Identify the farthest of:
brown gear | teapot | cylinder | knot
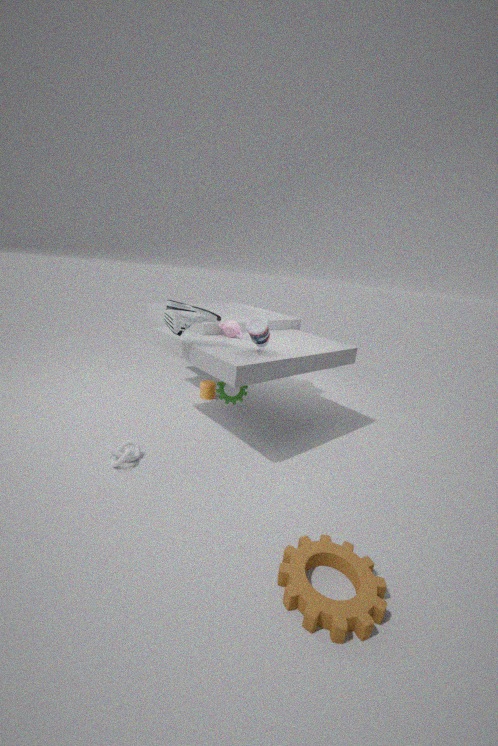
cylinder
